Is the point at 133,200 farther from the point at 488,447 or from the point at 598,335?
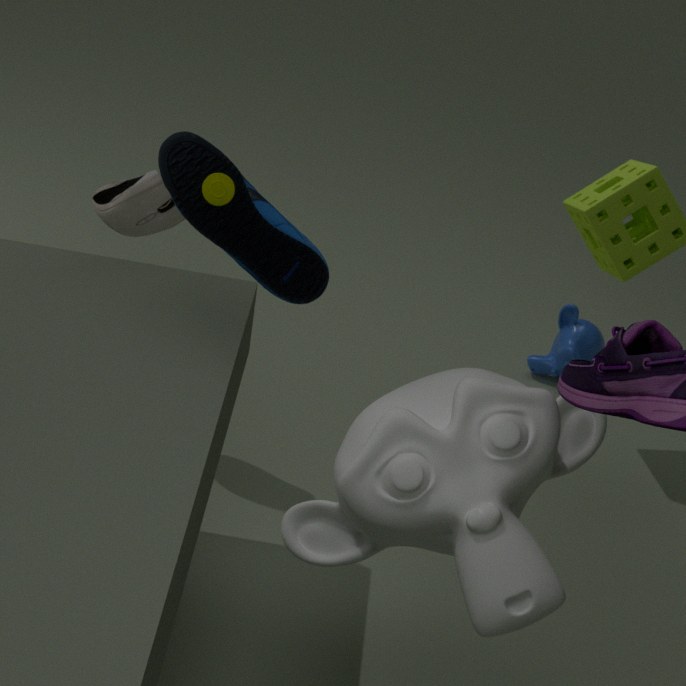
the point at 598,335
